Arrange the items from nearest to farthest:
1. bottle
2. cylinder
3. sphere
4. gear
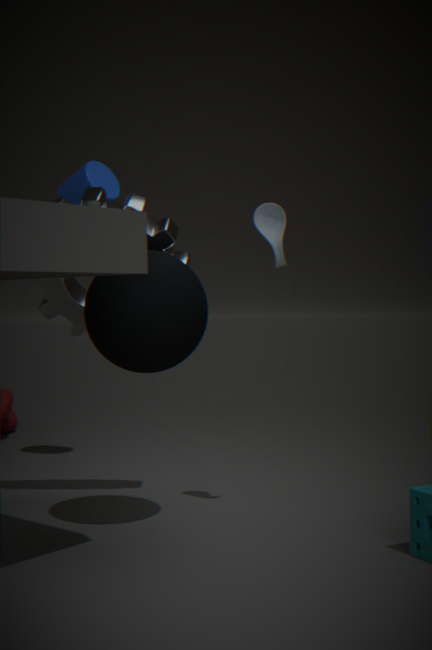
1. sphere
2. bottle
3. gear
4. cylinder
